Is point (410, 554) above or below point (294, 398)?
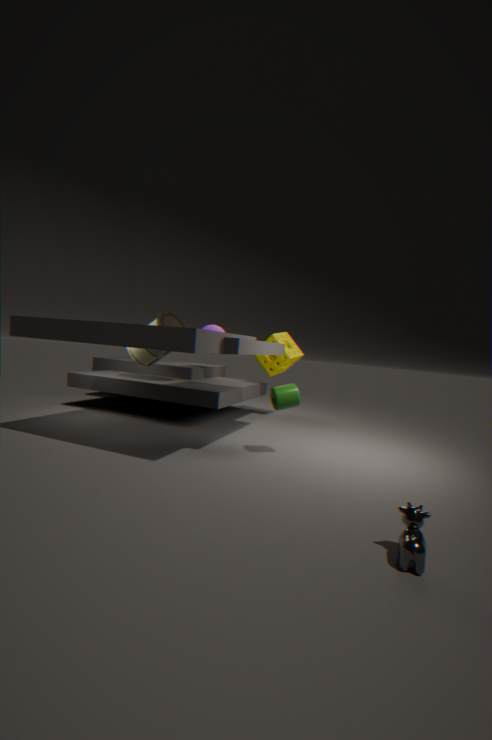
below
